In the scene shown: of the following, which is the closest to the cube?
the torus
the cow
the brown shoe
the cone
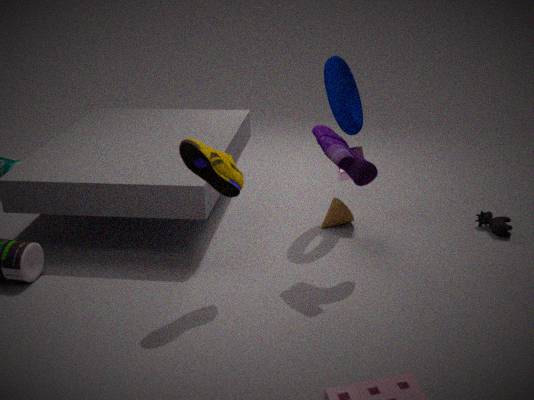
the torus
